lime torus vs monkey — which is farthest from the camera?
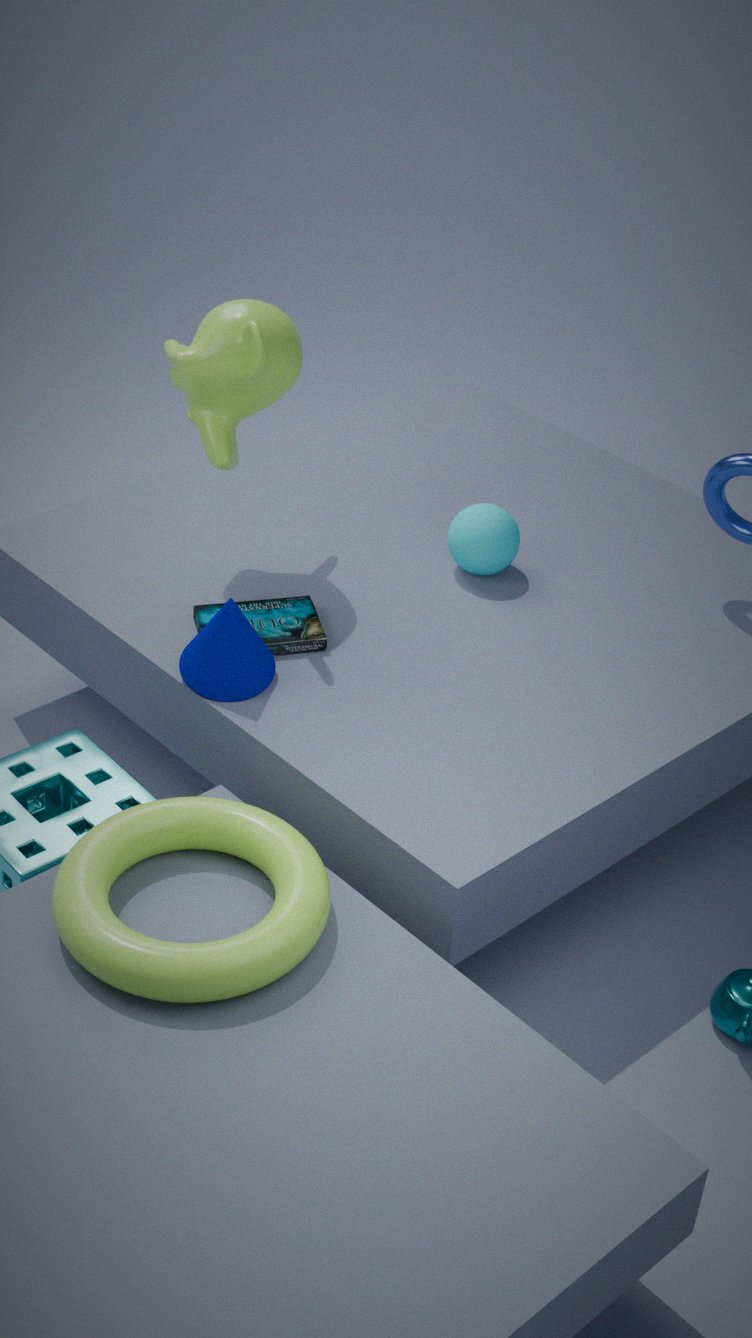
monkey
